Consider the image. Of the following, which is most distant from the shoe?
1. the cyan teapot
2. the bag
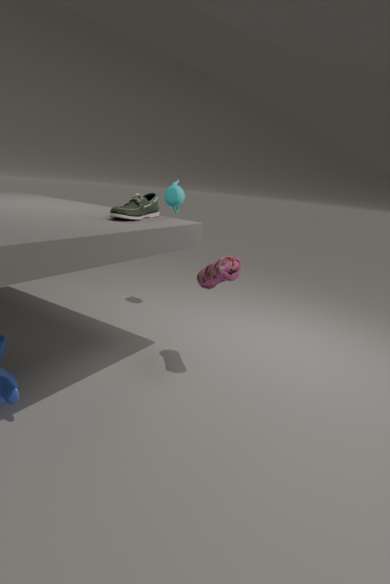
the cyan teapot
